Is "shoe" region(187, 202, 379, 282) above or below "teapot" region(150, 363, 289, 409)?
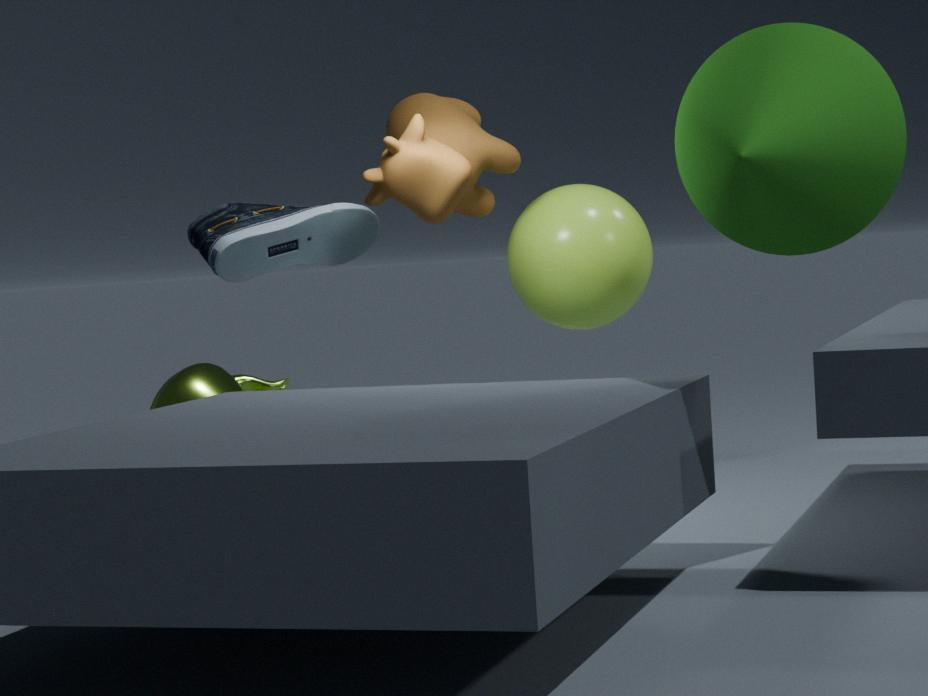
above
